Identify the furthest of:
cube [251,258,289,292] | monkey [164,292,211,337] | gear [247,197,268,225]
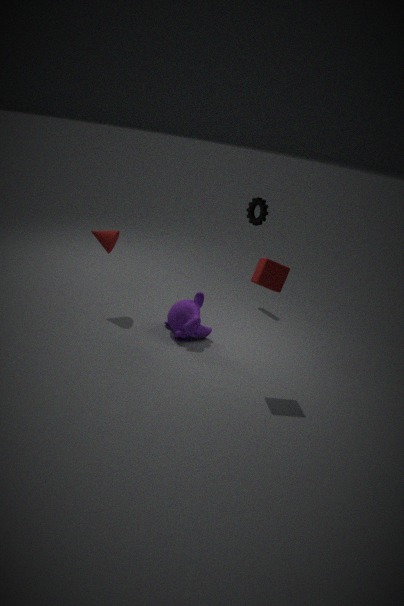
gear [247,197,268,225]
